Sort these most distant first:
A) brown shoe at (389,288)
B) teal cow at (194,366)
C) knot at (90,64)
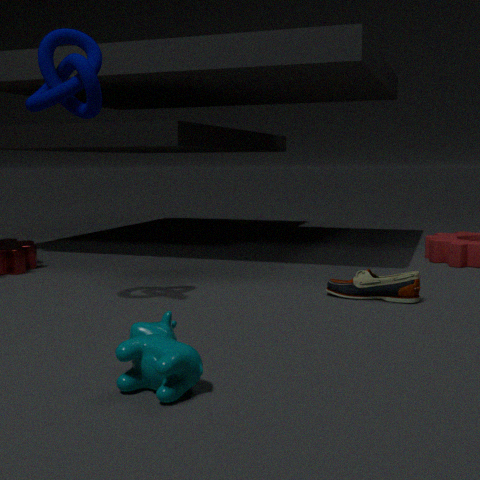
brown shoe at (389,288) → knot at (90,64) → teal cow at (194,366)
